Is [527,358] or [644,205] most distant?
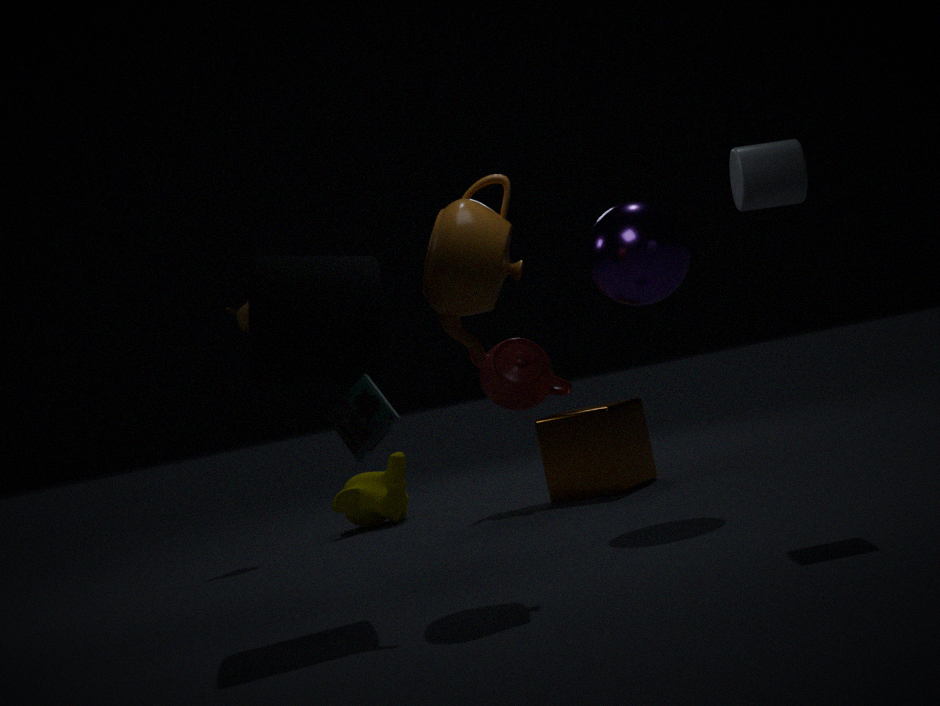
[527,358]
